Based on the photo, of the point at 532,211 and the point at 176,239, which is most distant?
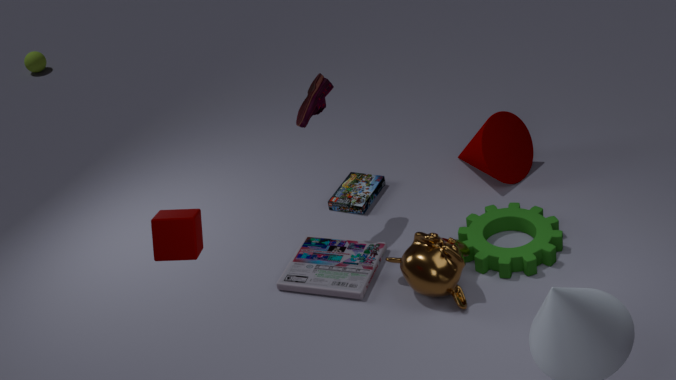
the point at 532,211
